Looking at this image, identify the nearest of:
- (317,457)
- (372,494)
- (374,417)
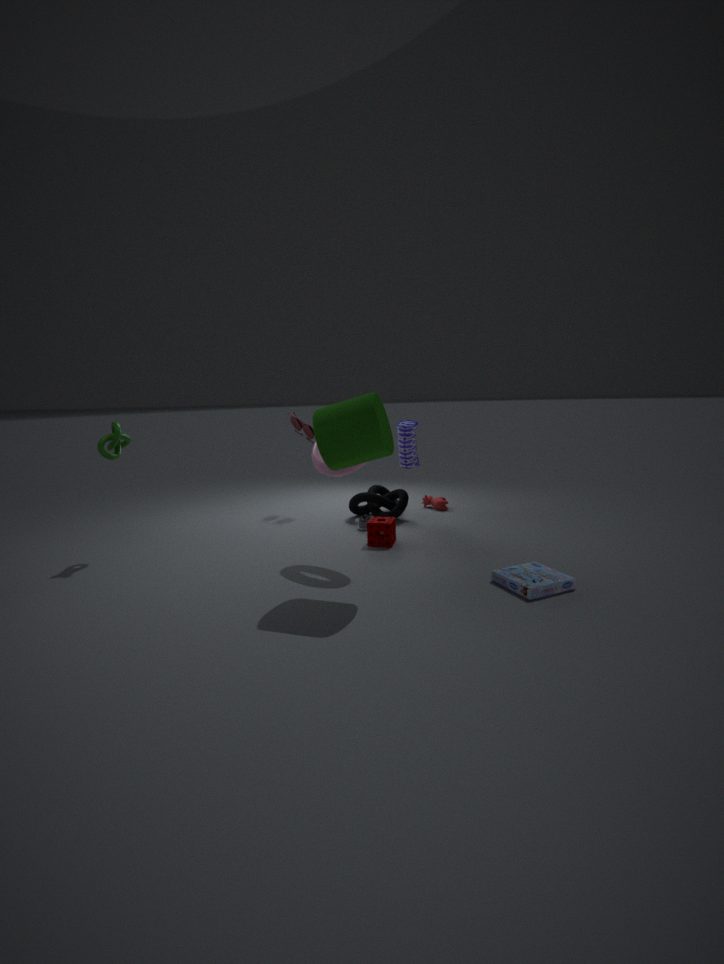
(374,417)
